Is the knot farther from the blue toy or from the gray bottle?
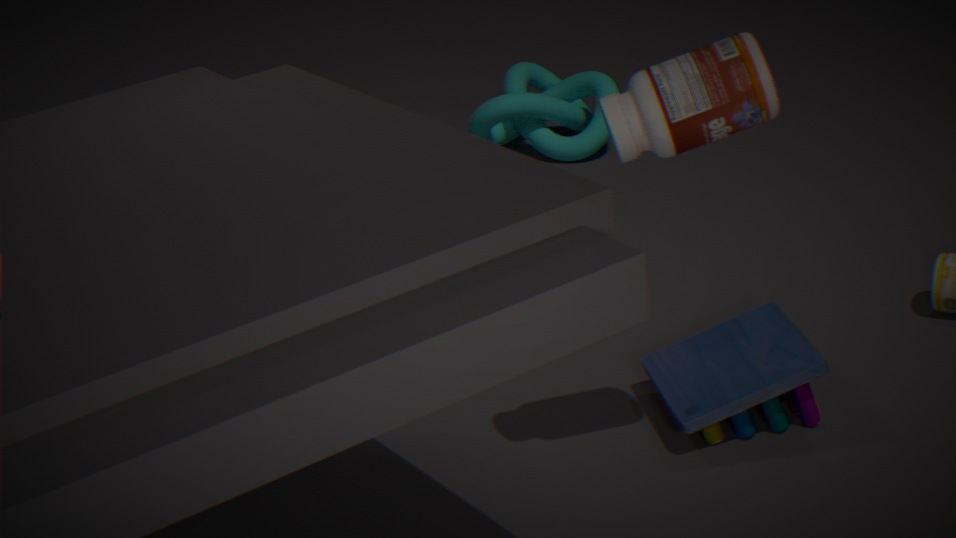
the gray bottle
